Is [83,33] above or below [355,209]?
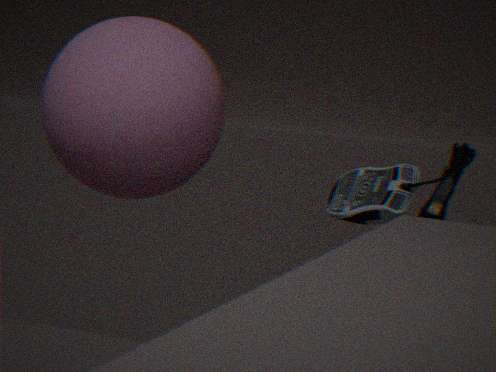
above
